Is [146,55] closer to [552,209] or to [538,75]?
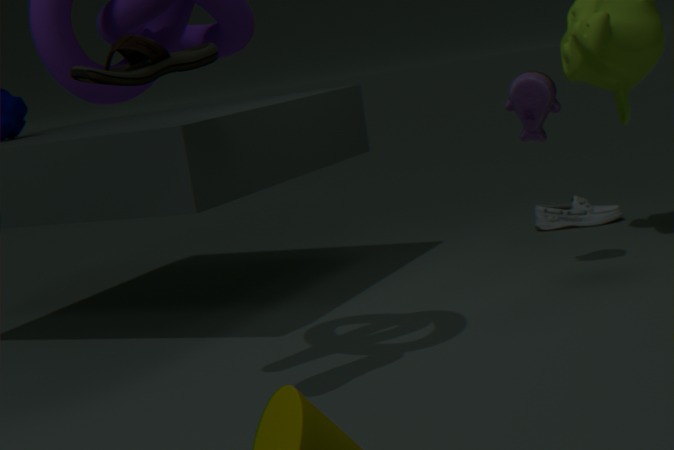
[538,75]
